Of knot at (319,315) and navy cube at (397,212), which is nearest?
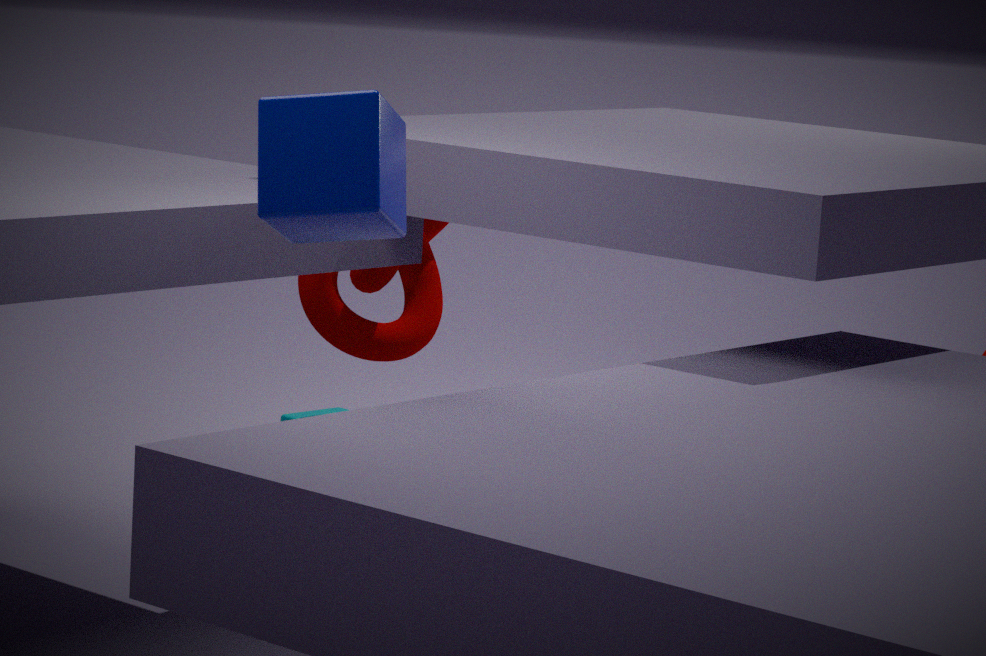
navy cube at (397,212)
